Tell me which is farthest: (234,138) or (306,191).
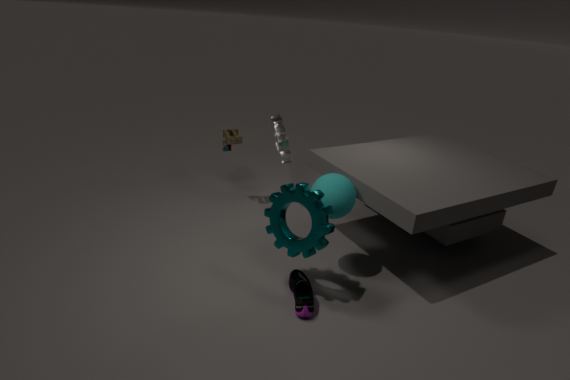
(234,138)
